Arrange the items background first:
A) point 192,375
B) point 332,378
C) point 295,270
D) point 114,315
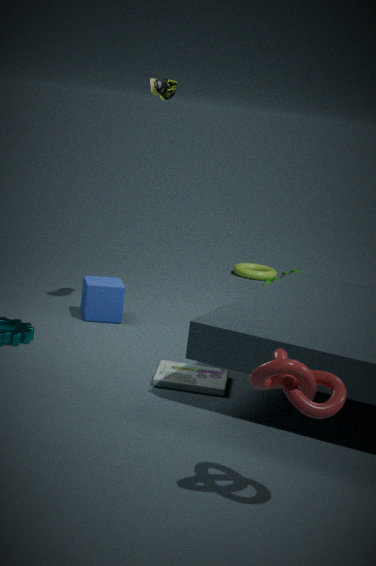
1. point 295,270
2. point 114,315
3. point 192,375
4. point 332,378
